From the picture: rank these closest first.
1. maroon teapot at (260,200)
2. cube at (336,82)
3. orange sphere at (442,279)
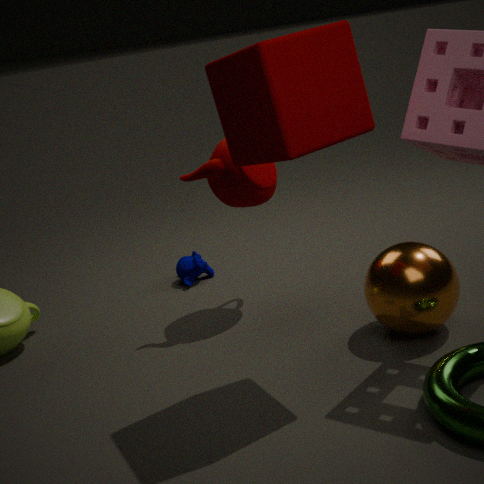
cube at (336,82) < orange sphere at (442,279) < maroon teapot at (260,200)
